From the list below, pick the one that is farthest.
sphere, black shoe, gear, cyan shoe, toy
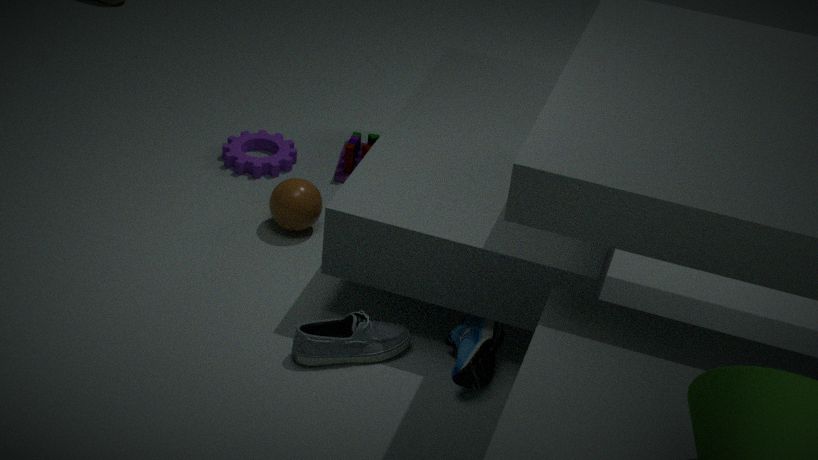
toy
